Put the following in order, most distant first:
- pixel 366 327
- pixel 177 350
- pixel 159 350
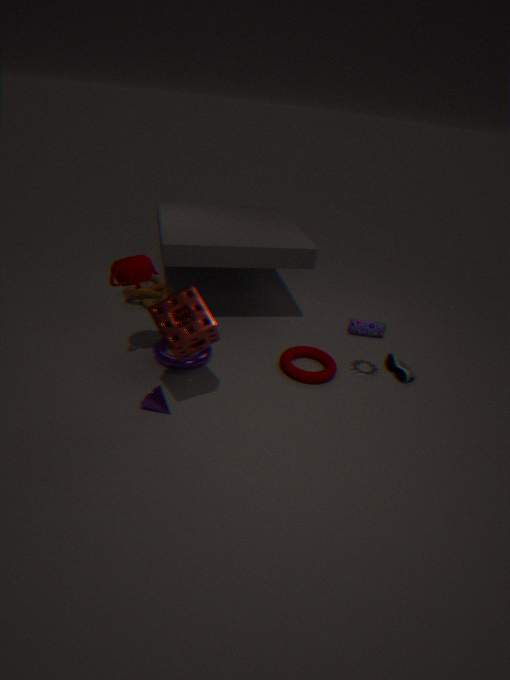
pixel 366 327
pixel 159 350
pixel 177 350
